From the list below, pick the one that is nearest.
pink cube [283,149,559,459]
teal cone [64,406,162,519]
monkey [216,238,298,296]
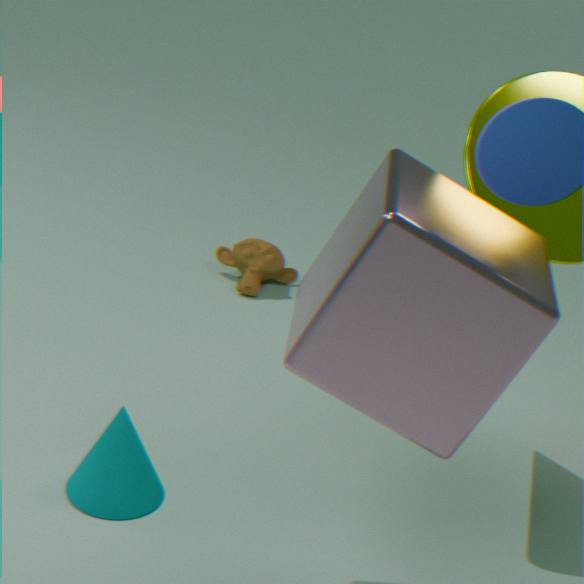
pink cube [283,149,559,459]
